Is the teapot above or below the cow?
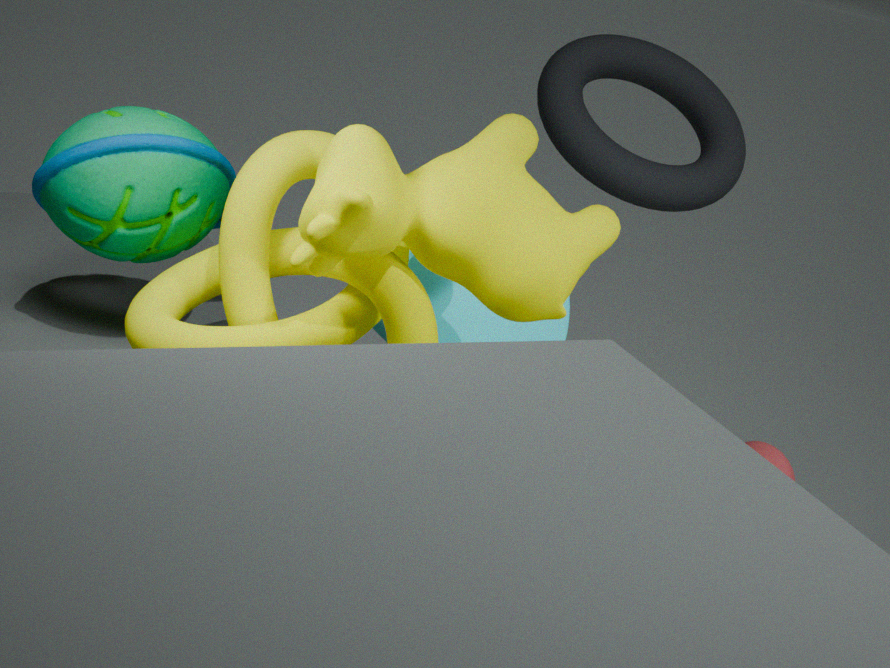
below
